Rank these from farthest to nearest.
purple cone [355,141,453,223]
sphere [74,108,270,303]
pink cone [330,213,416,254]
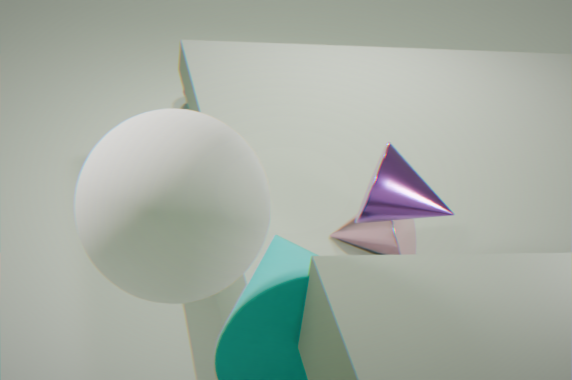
1. pink cone [330,213,416,254]
2. purple cone [355,141,453,223]
3. sphere [74,108,270,303]
